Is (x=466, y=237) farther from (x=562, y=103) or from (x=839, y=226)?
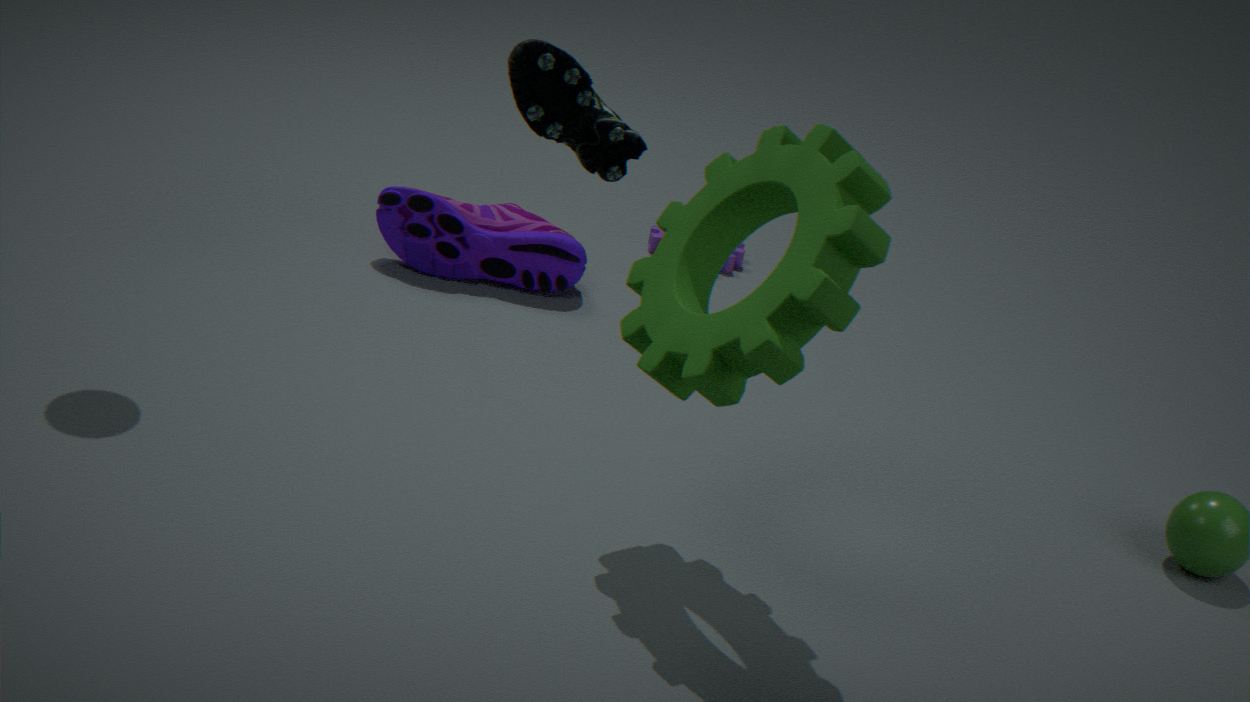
(x=562, y=103)
